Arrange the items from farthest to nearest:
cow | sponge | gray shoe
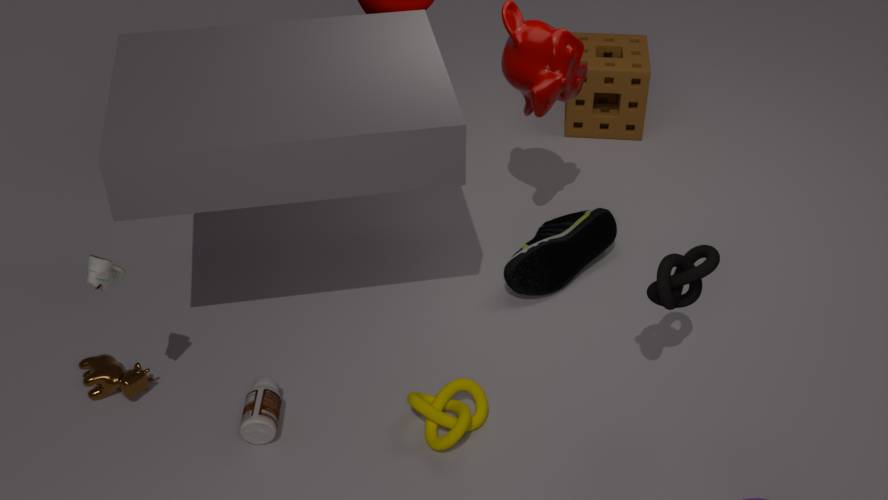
sponge
cow
gray shoe
